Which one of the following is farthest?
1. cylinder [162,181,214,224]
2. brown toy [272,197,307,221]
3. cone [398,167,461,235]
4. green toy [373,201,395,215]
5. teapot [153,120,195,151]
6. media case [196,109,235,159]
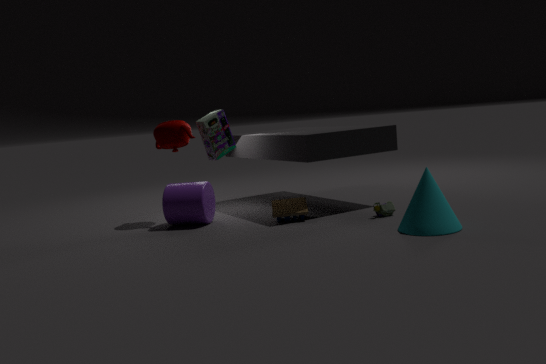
media case [196,109,235,159]
